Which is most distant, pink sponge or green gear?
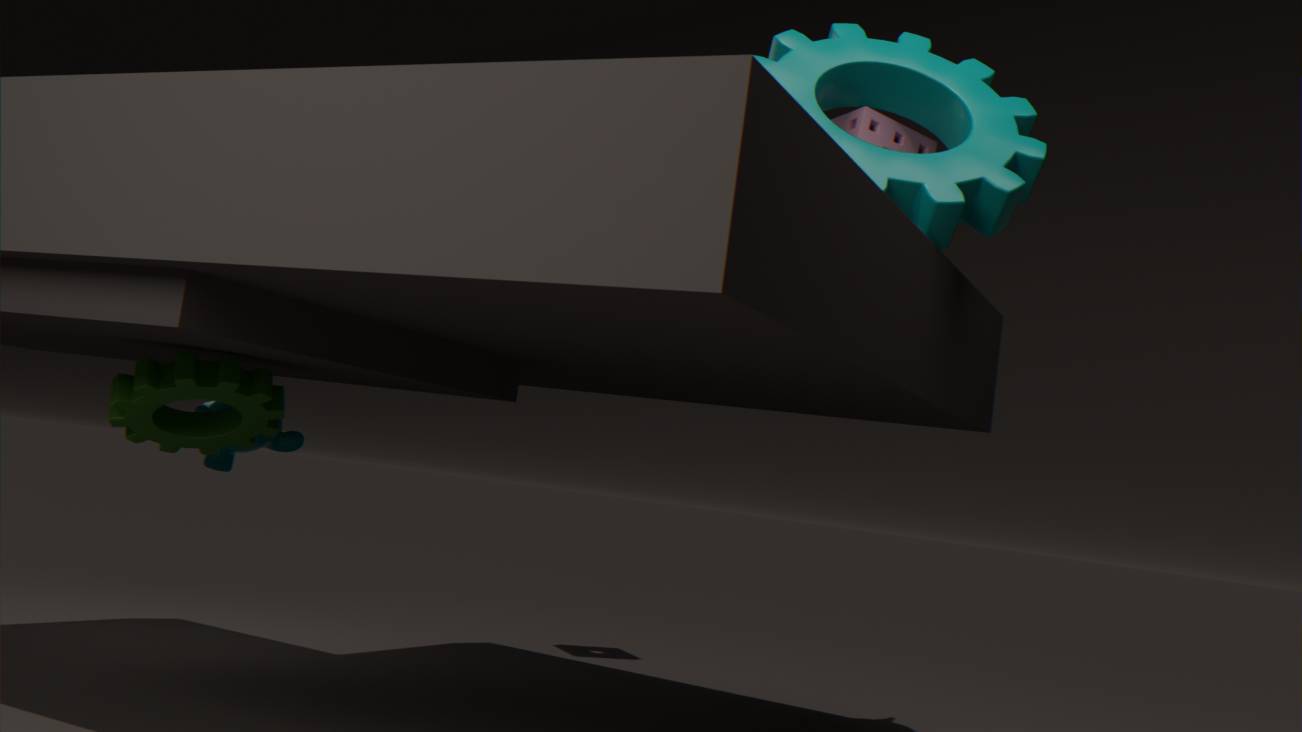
pink sponge
